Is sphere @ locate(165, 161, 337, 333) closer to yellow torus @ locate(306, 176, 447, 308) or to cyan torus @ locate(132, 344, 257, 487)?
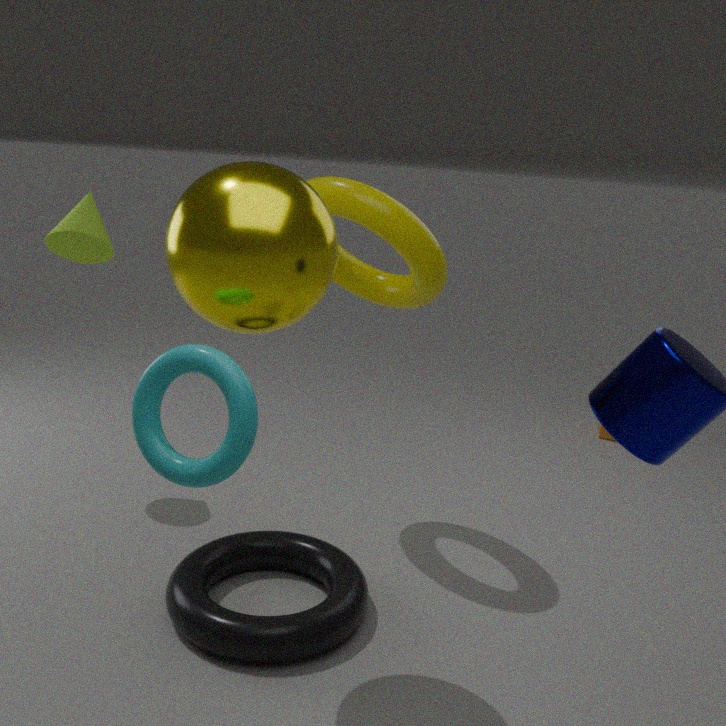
cyan torus @ locate(132, 344, 257, 487)
